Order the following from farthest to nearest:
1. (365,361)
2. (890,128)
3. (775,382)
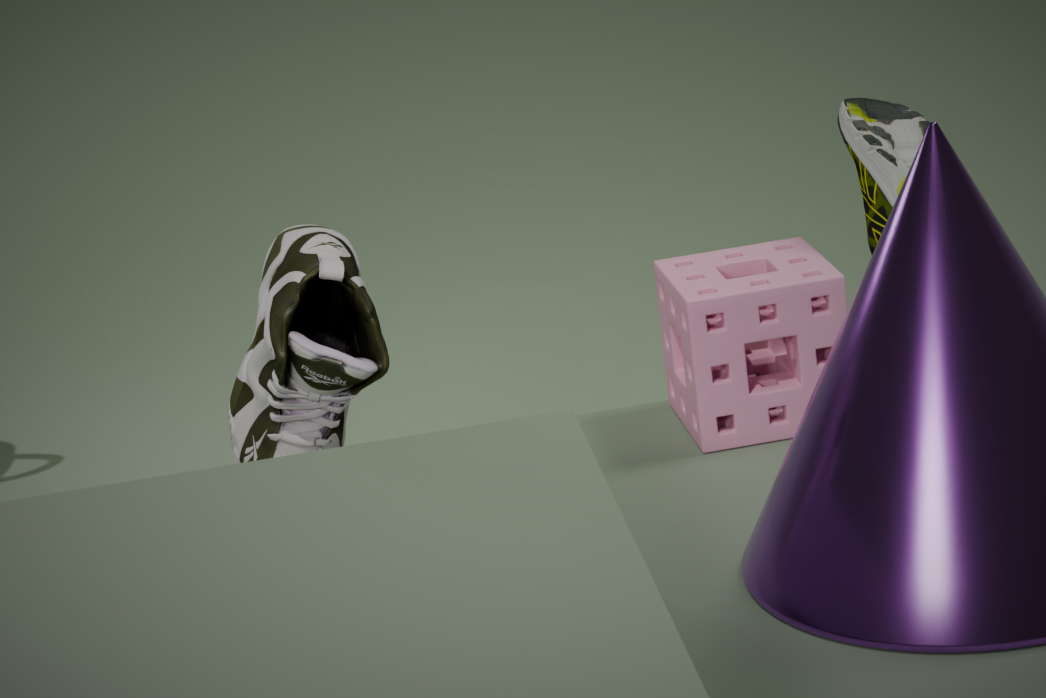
(890,128), (775,382), (365,361)
